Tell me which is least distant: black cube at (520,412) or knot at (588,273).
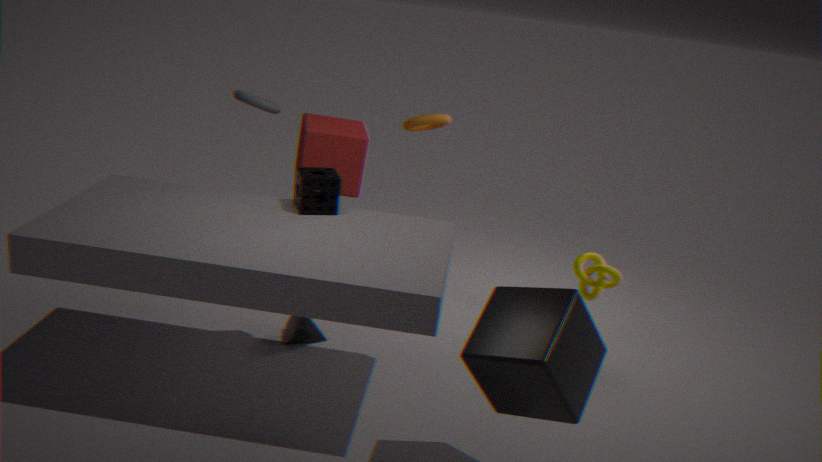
black cube at (520,412)
